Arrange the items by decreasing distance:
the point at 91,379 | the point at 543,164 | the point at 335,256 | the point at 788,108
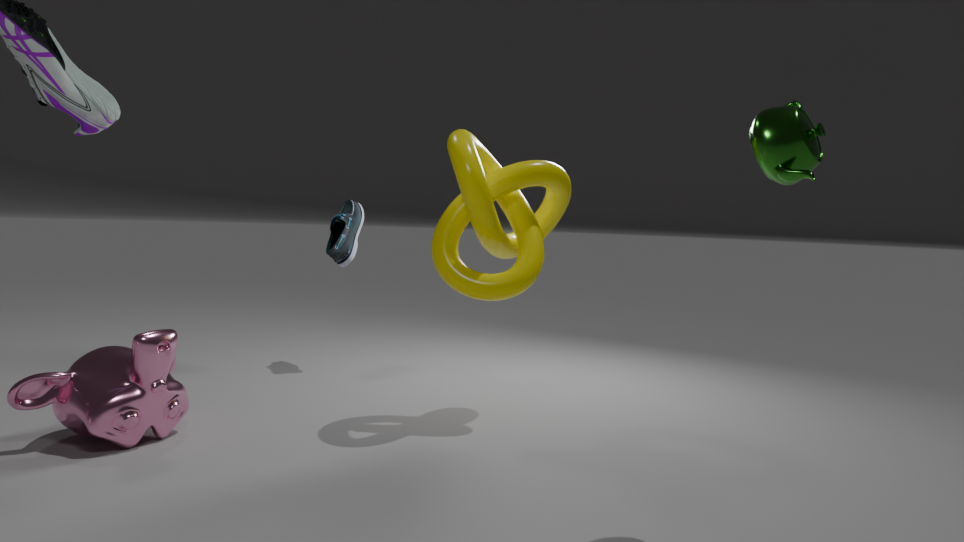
the point at 335,256 < the point at 543,164 < the point at 91,379 < the point at 788,108
